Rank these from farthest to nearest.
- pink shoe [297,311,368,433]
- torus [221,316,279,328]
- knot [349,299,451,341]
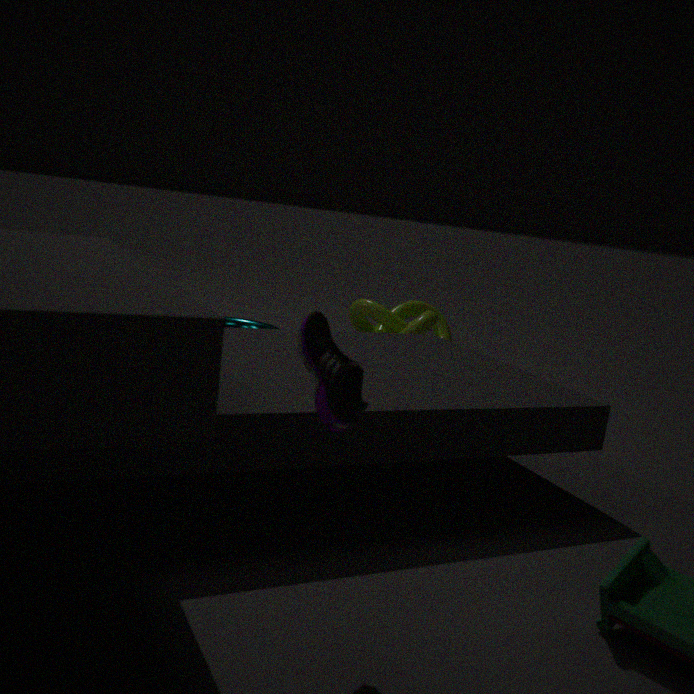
knot [349,299,451,341] < torus [221,316,279,328] < pink shoe [297,311,368,433]
